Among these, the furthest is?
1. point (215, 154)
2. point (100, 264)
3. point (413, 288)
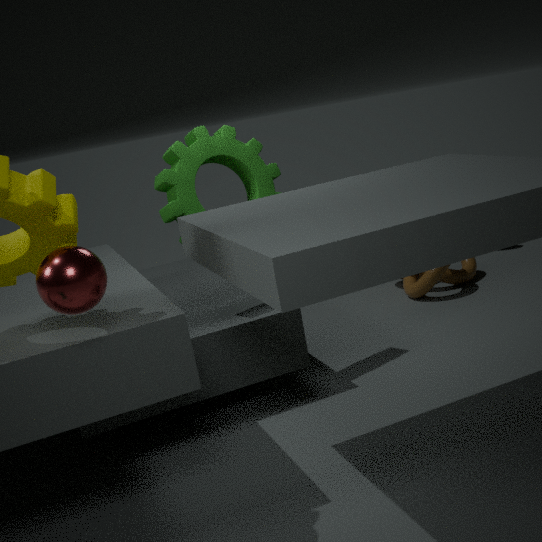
point (413, 288)
